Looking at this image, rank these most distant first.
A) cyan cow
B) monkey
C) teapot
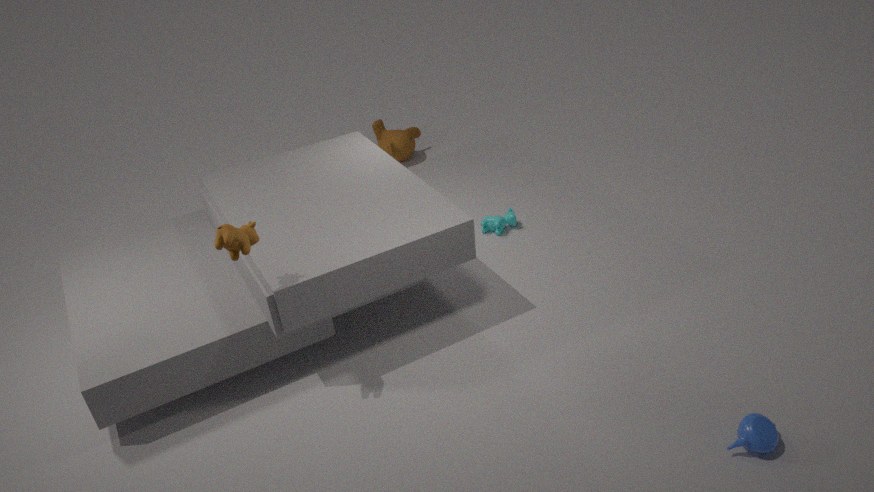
monkey → cyan cow → teapot
